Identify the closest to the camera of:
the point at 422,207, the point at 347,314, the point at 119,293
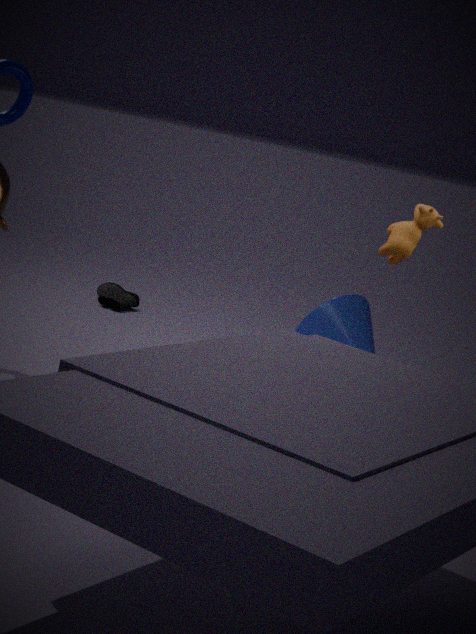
the point at 422,207
